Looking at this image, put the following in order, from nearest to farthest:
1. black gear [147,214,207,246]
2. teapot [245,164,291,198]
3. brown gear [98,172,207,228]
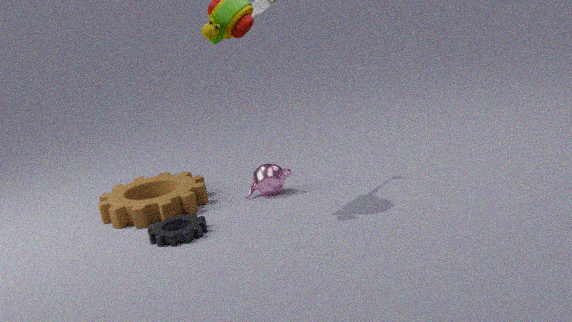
black gear [147,214,207,246], brown gear [98,172,207,228], teapot [245,164,291,198]
